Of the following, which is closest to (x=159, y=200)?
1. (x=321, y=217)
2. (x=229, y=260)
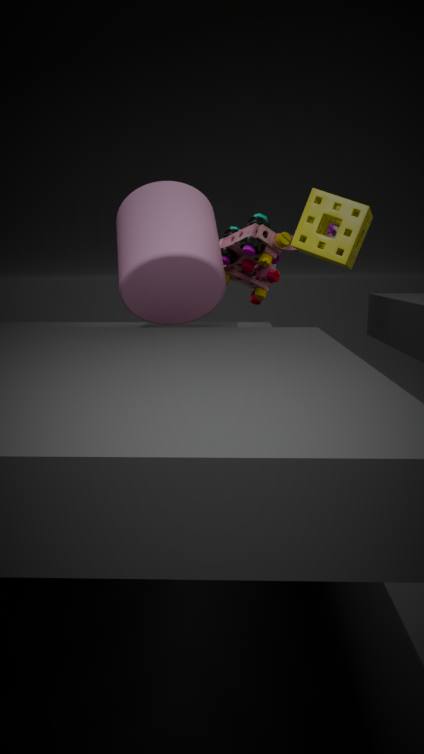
(x=321, y=217)
